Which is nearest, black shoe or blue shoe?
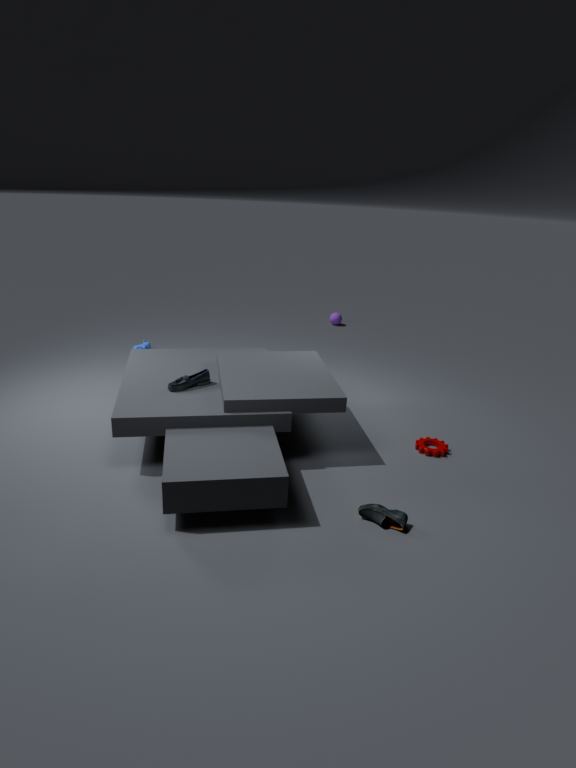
black shoe
